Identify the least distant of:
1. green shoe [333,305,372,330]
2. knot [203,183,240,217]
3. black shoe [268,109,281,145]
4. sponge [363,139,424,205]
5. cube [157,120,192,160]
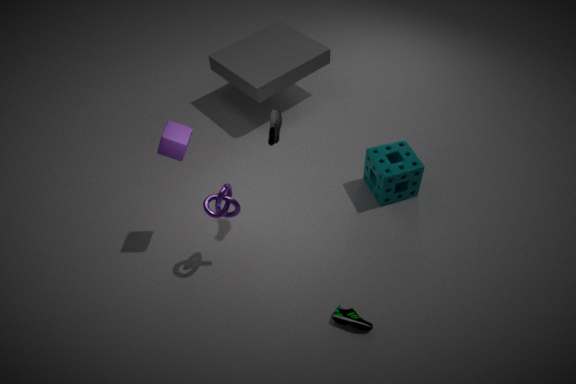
cube [157,120,192,160]
